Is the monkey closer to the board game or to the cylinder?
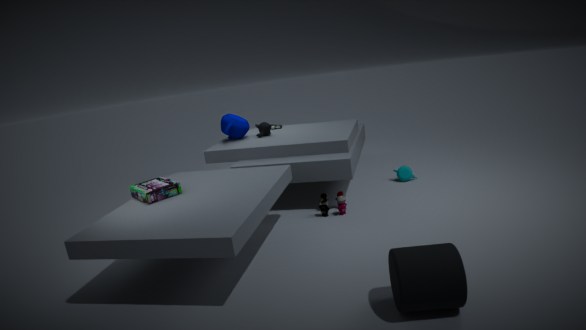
the board game
